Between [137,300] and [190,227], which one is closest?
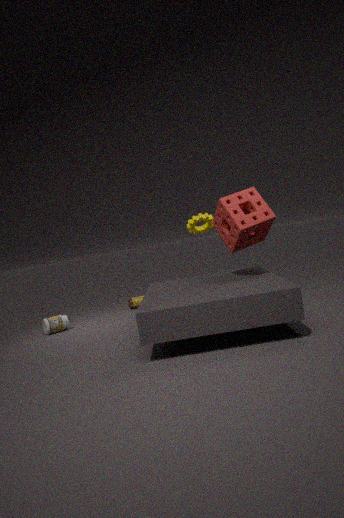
[190,227]
